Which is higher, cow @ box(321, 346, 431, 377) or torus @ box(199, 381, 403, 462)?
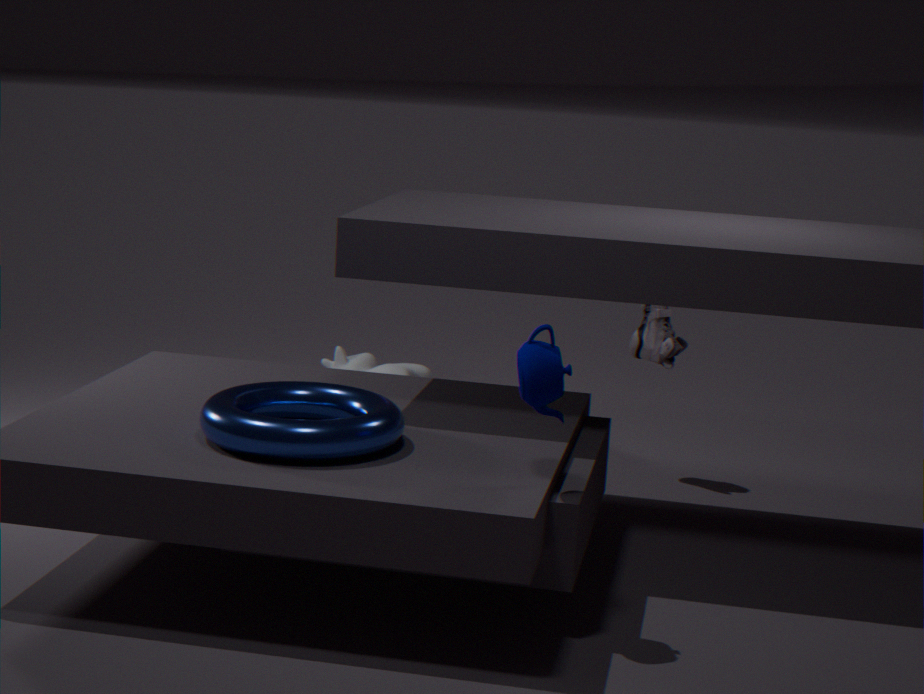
torus @ box(199, 381, 403, 462)
